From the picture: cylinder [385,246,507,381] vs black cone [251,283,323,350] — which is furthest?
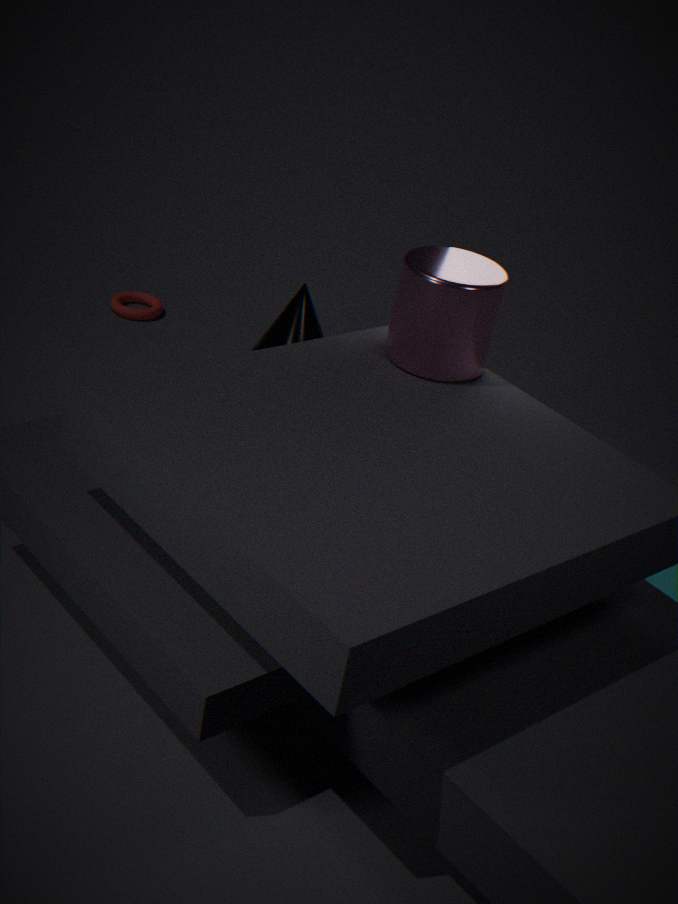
black cone [251,283,323,350]
